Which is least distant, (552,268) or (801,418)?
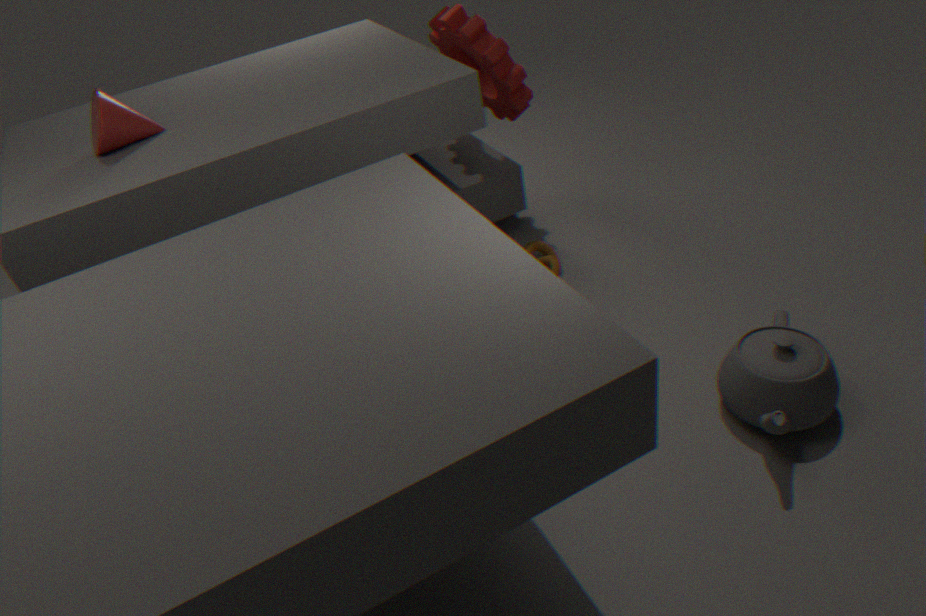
(801,418)
